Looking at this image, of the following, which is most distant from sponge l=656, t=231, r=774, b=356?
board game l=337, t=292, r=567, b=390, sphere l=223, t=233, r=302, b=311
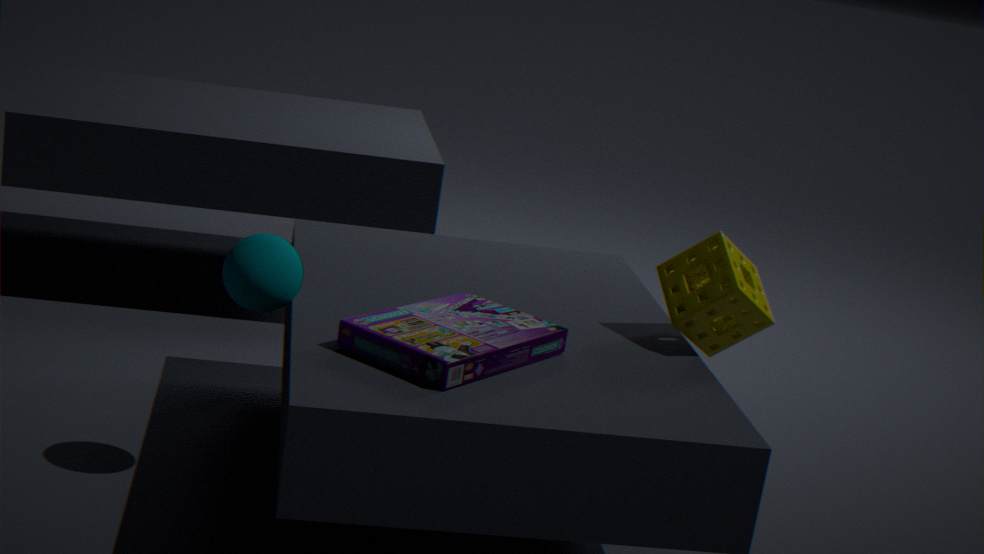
sphere l=223, t=233, r=302, b=311
